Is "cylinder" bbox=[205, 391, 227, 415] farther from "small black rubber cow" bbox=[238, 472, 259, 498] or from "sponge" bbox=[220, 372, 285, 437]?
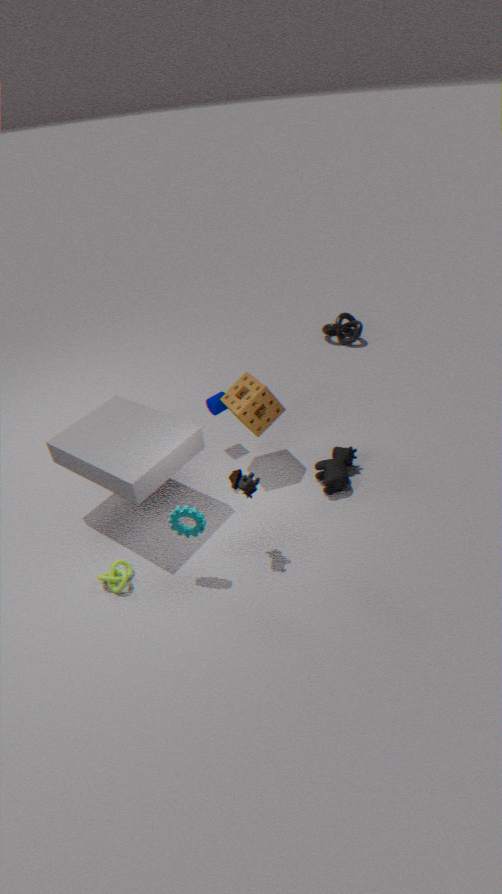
"small black rubber cow" bbox=[238, 472, 259, 498]
